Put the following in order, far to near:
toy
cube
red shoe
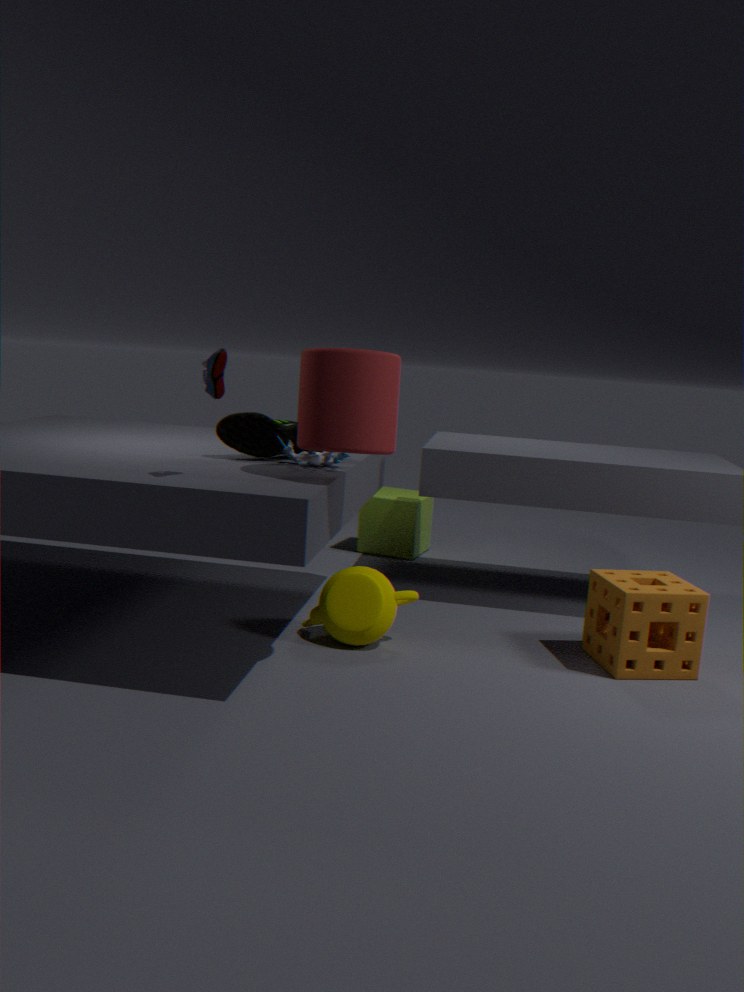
cube, toy, red shoe
